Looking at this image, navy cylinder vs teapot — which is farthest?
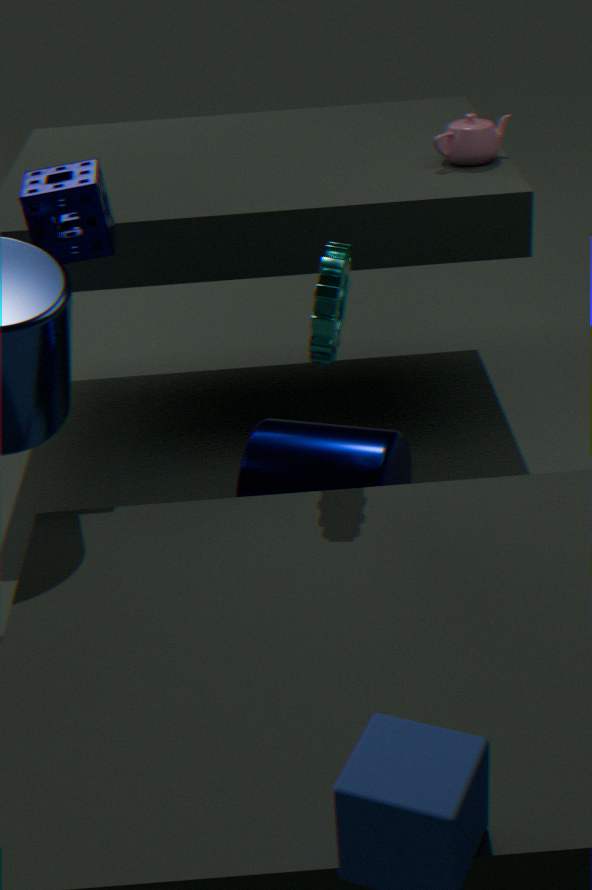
teapot
